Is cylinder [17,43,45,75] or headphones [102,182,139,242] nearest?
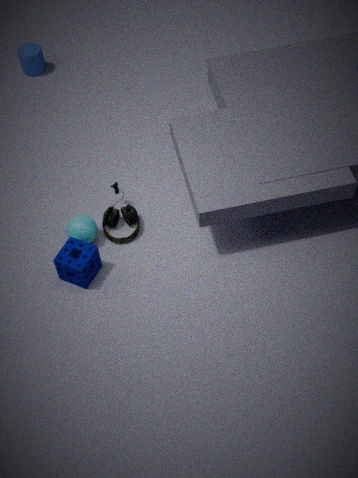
headphones [102,182,139,242]
